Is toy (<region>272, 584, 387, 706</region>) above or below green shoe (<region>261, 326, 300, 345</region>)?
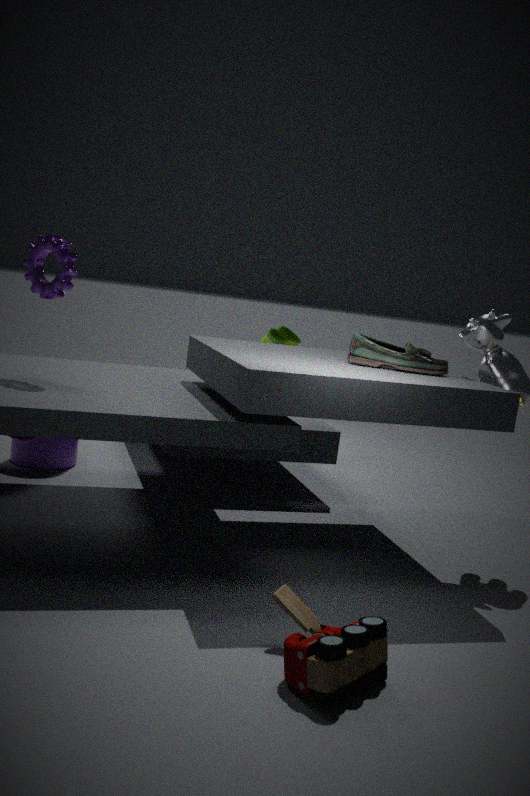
below
